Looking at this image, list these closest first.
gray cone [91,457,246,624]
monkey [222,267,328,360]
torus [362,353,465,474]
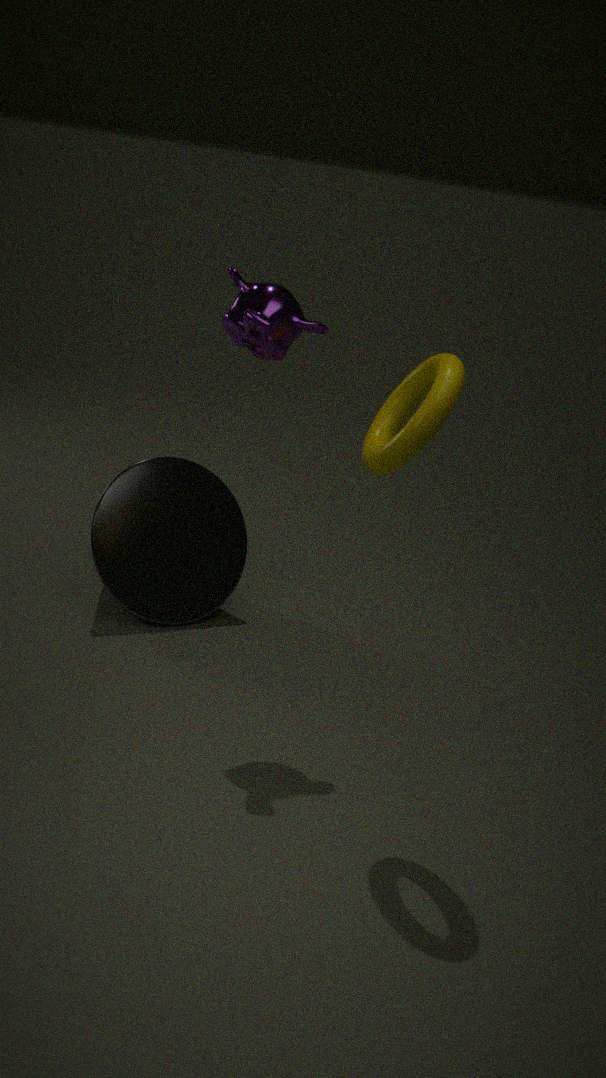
torus [362,353,465,474] < monkey [222,267,328,360] < gray cone [91,457,246,624]
